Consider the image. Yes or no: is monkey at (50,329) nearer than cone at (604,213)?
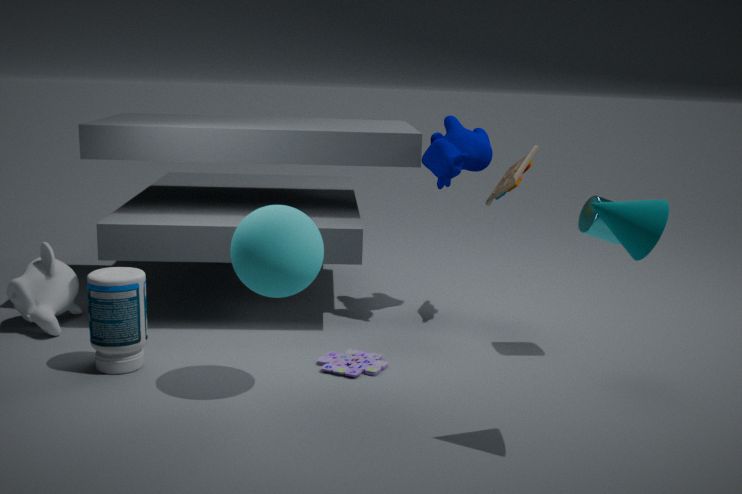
No
